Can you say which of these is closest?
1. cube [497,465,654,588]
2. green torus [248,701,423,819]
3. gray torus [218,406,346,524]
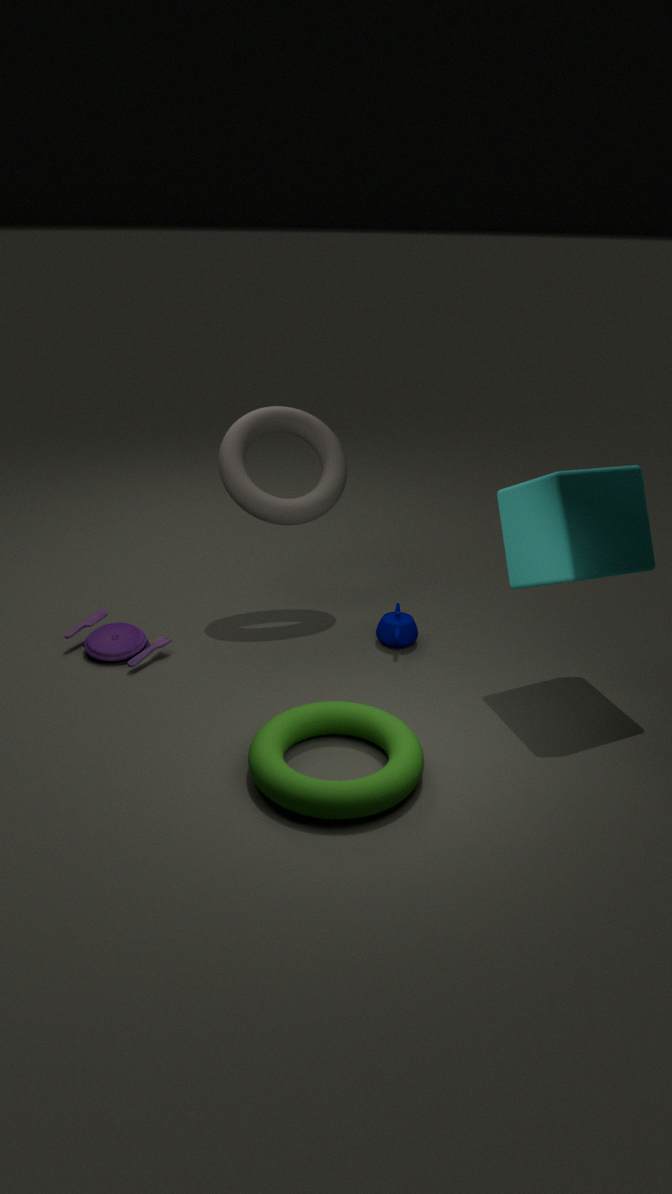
green torus [248,701,423,819]
